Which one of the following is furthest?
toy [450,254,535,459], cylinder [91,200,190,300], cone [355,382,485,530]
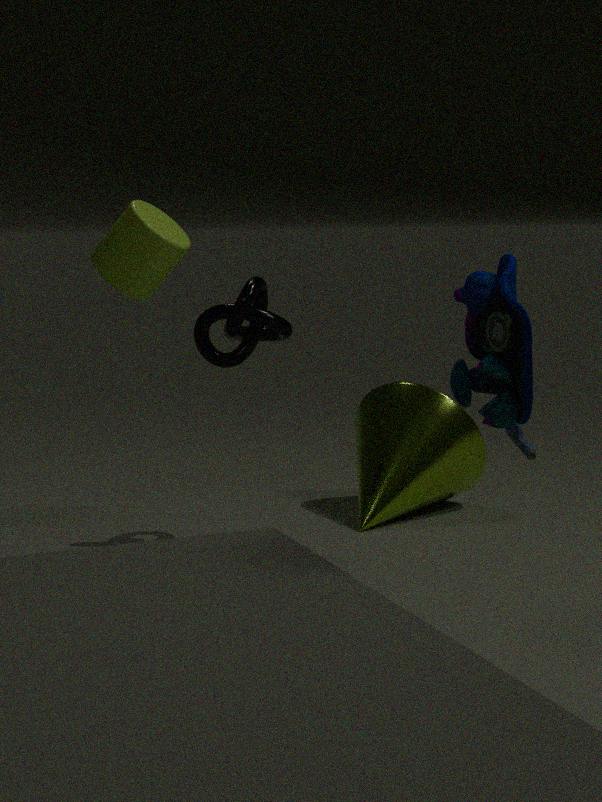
cone [355,382,485,530]
